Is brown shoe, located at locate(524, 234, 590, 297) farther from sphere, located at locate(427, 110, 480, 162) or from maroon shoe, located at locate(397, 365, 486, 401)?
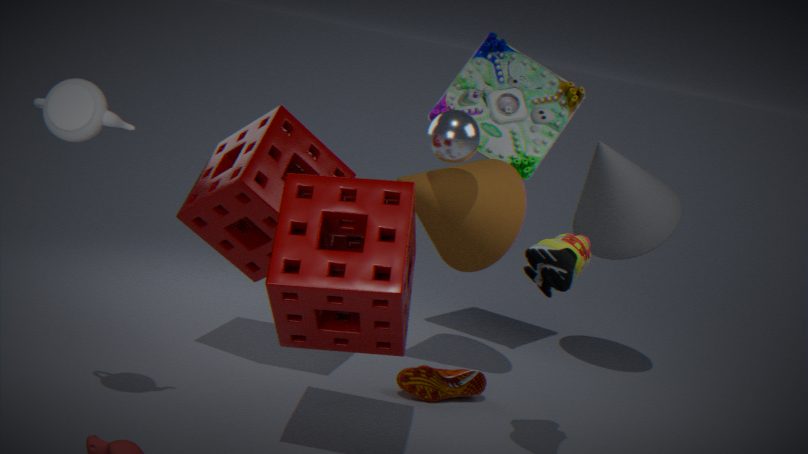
maroon shoe, located at locate(397, 365, 486, 401)
